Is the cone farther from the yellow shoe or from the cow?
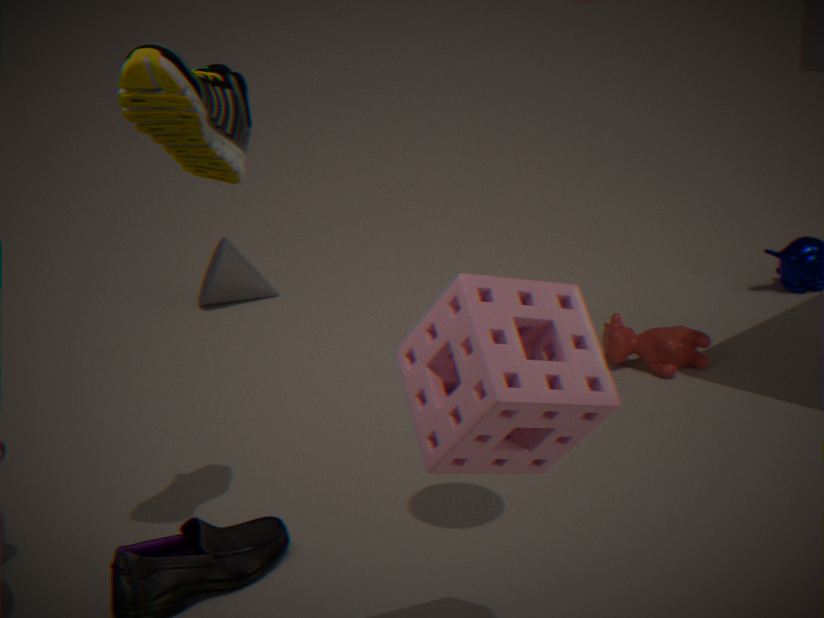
the yellow shoe
